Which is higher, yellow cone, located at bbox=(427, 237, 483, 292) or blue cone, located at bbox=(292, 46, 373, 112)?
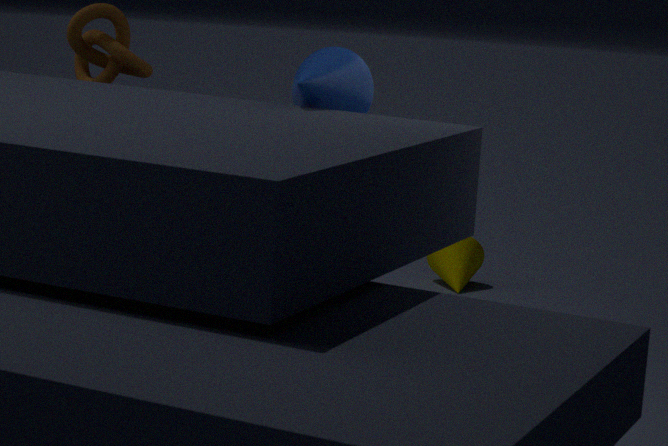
blue cone, located at bbox=(292, 46, 373, 112)
